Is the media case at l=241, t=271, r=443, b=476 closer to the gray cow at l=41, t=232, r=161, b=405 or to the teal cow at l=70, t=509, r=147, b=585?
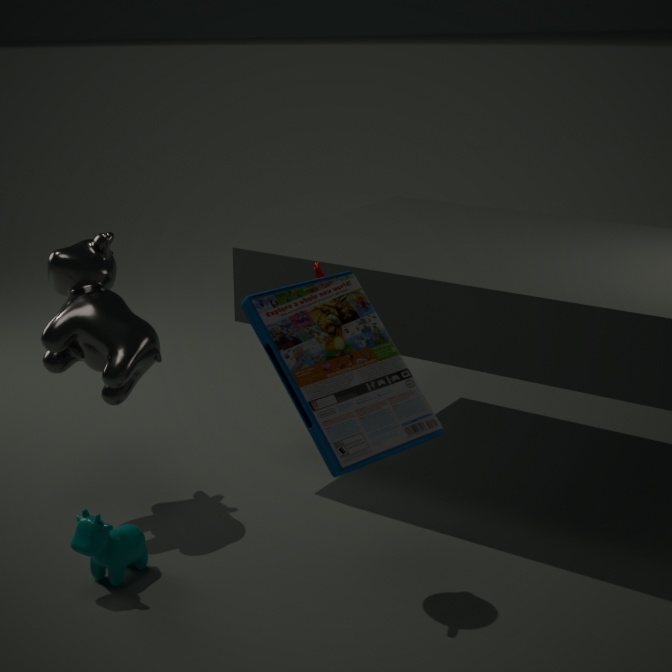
the teal cow at l=70, t=509, r=147, b=585
